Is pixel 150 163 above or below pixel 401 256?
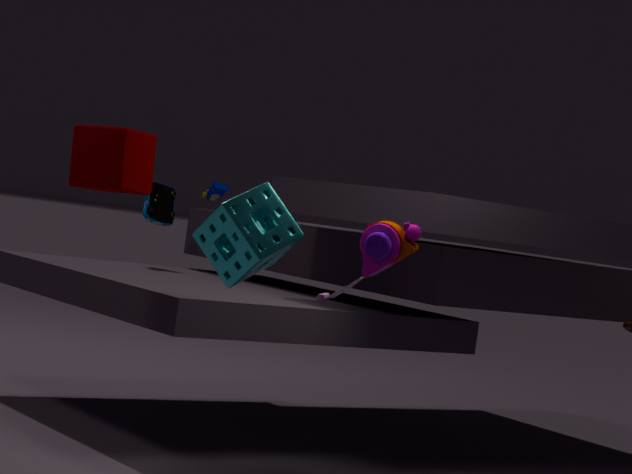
above
